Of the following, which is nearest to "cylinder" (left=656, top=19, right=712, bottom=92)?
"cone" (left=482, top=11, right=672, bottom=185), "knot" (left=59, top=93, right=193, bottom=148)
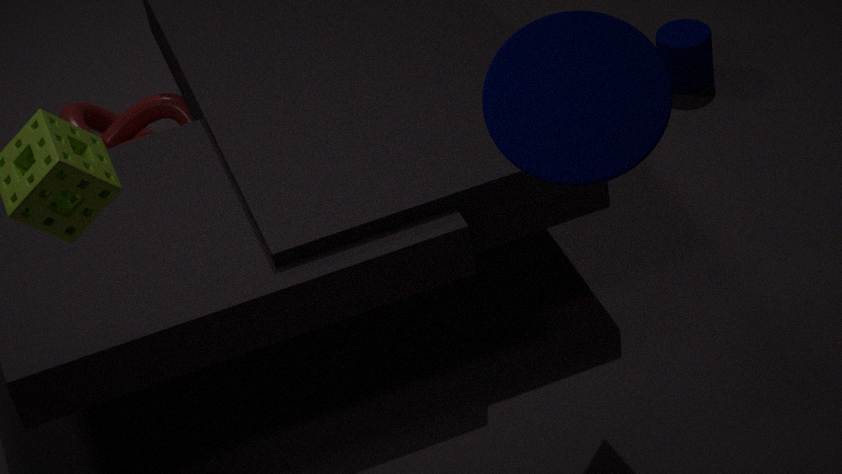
"cone" (left=482, top=11, right=672, bottom=185)
